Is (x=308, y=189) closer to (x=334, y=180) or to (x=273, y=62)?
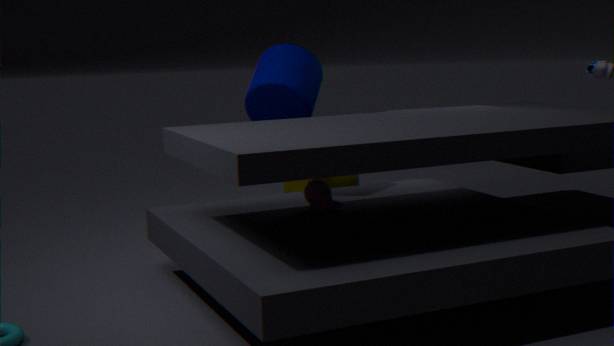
(x=273, y=62)
